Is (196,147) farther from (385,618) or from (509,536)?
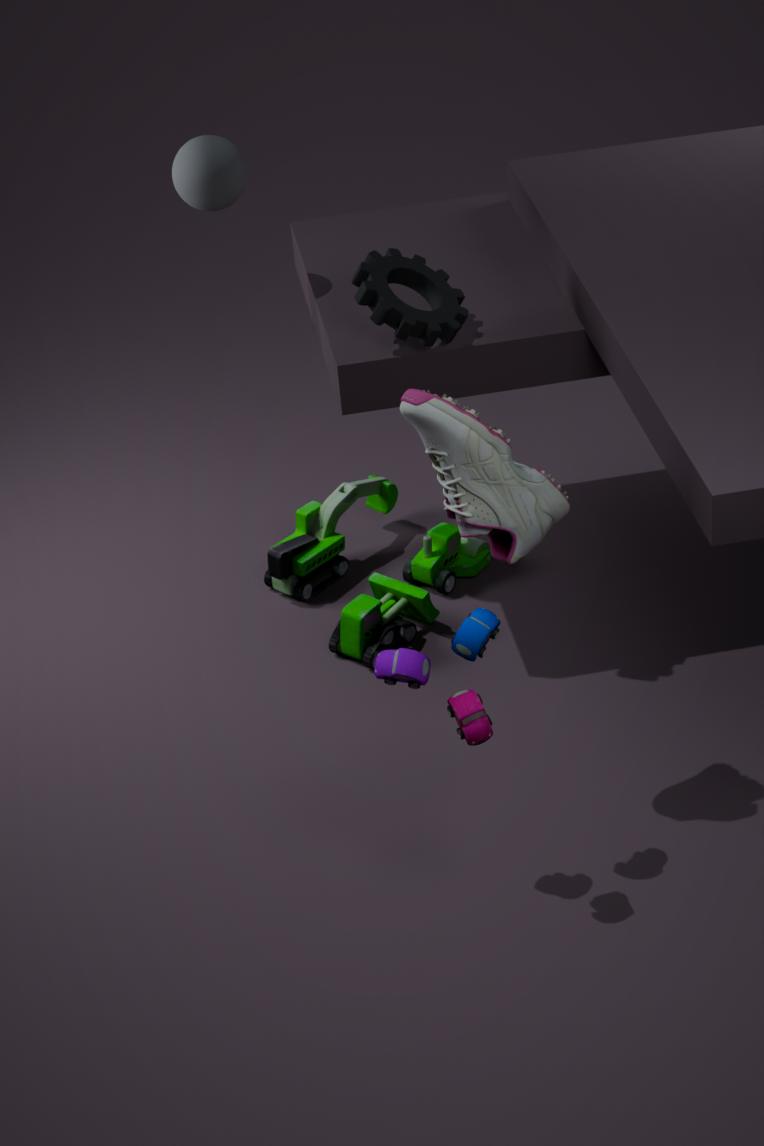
(509,536)
